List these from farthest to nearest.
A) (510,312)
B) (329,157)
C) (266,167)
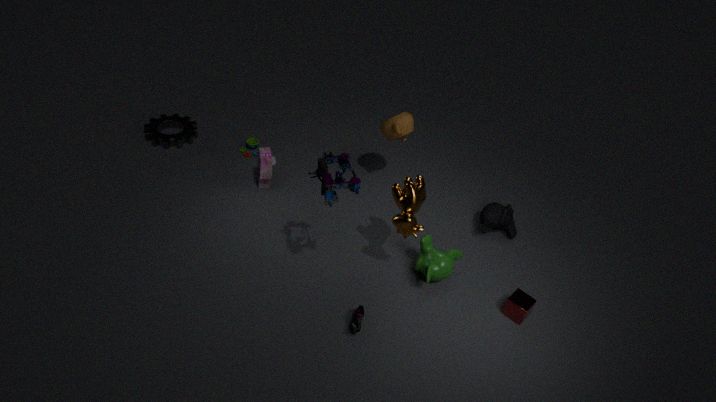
(266,167) → (510,312) → (329,157)
